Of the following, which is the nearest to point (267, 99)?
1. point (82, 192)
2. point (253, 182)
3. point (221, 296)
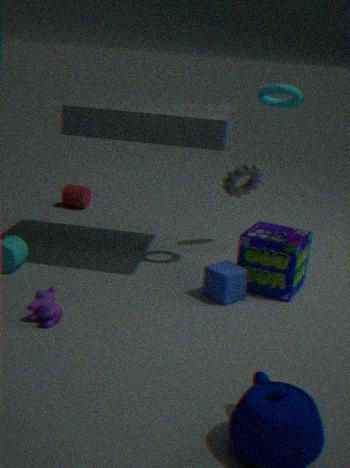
point (253, 182)
